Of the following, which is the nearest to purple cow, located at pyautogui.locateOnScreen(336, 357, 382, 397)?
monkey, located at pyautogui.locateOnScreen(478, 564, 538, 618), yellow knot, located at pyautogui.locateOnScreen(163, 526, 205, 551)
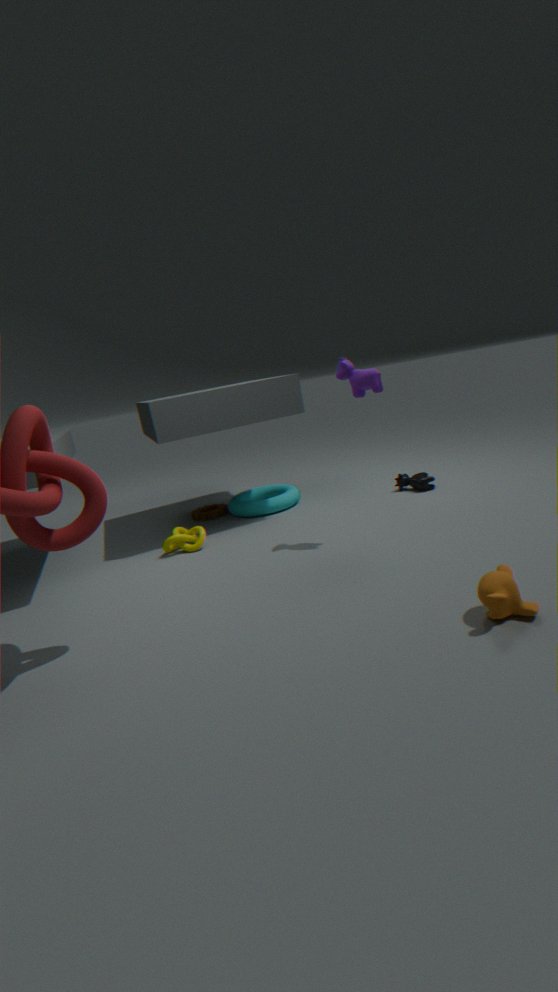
monkey, located at pyautogui.locateOnScreen(478, 564, 538, 618)
